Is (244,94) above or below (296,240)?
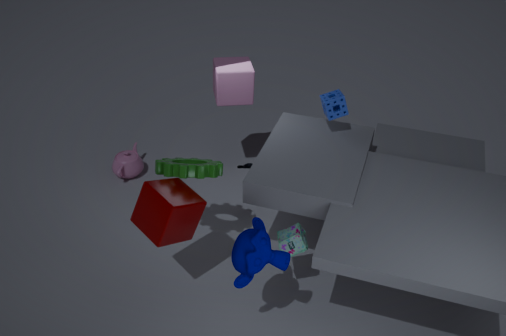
above
